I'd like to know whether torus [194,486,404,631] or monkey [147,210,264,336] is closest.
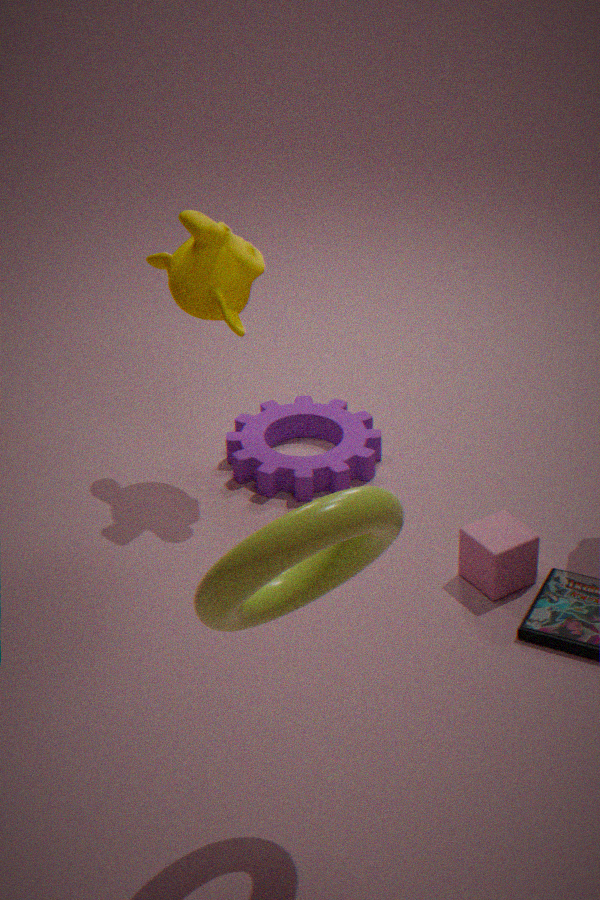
torus [194,486,404,631]
